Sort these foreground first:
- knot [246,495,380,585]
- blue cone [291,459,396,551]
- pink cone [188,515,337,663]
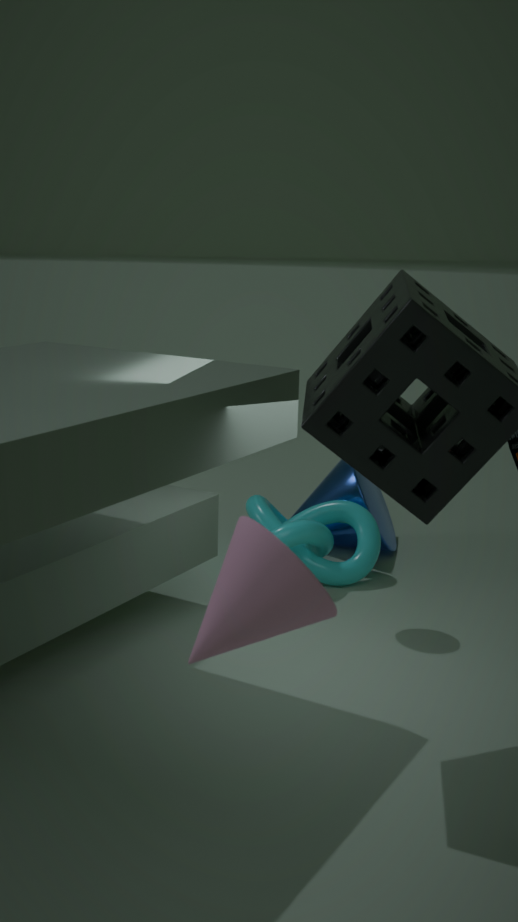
1. pink cone [188,515,337,663]
2. knot [246,495,380,585]
3. blue cone [291,459,396,551]
